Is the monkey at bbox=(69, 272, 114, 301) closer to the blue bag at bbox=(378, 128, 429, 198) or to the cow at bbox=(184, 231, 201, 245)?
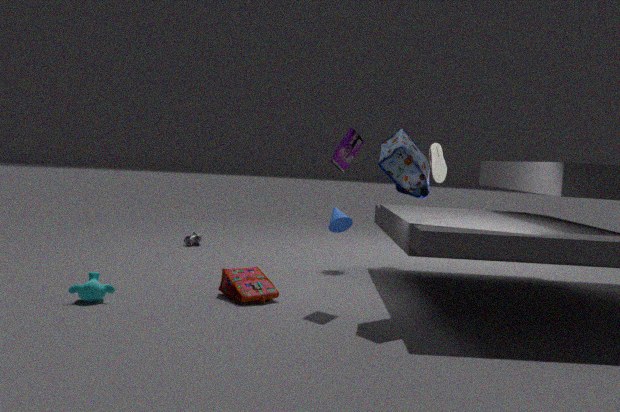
the blue bag at bbox=(378, 128, 429, 198)
